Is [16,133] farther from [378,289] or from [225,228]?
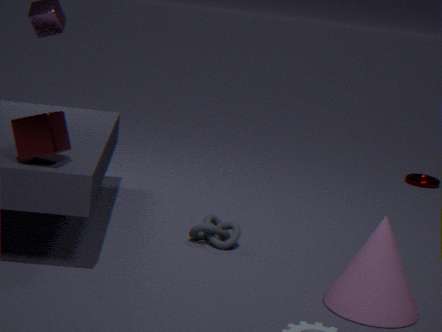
[378,289]
